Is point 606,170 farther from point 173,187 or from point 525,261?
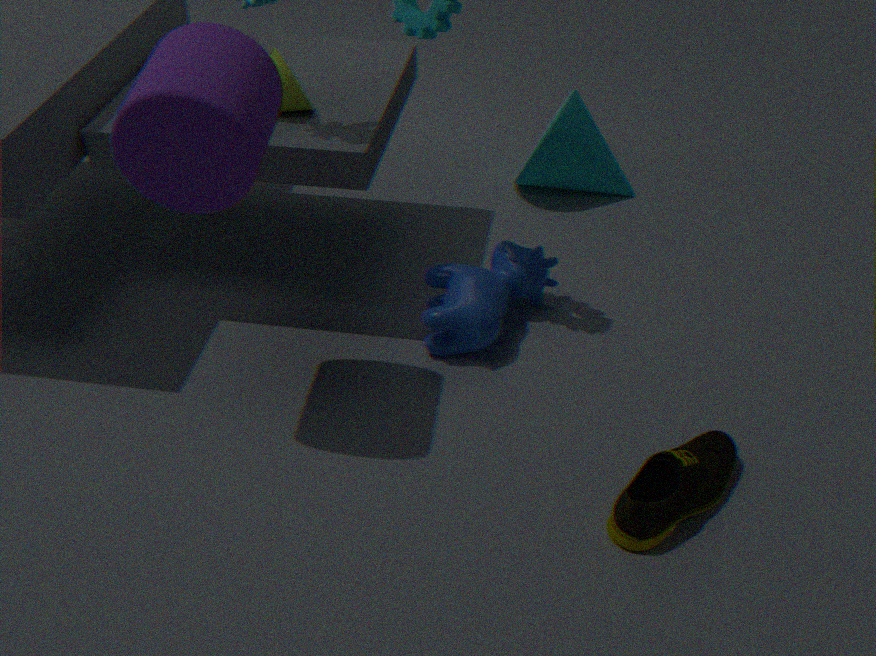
point 173,187
